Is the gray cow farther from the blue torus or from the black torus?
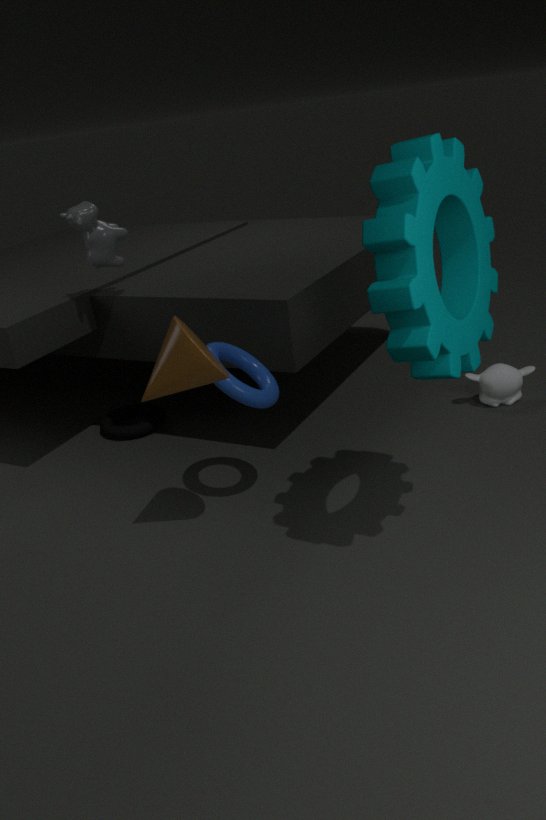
the black torus
